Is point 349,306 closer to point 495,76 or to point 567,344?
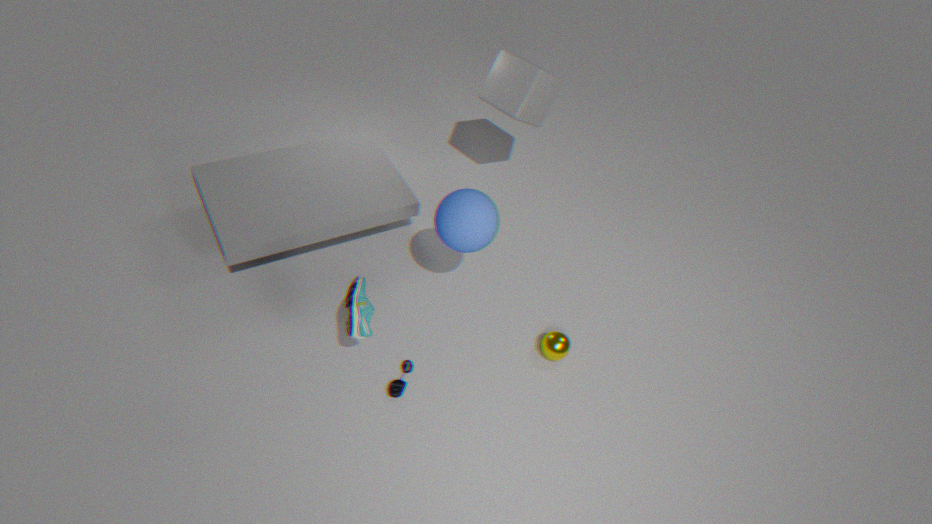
point 567,344
